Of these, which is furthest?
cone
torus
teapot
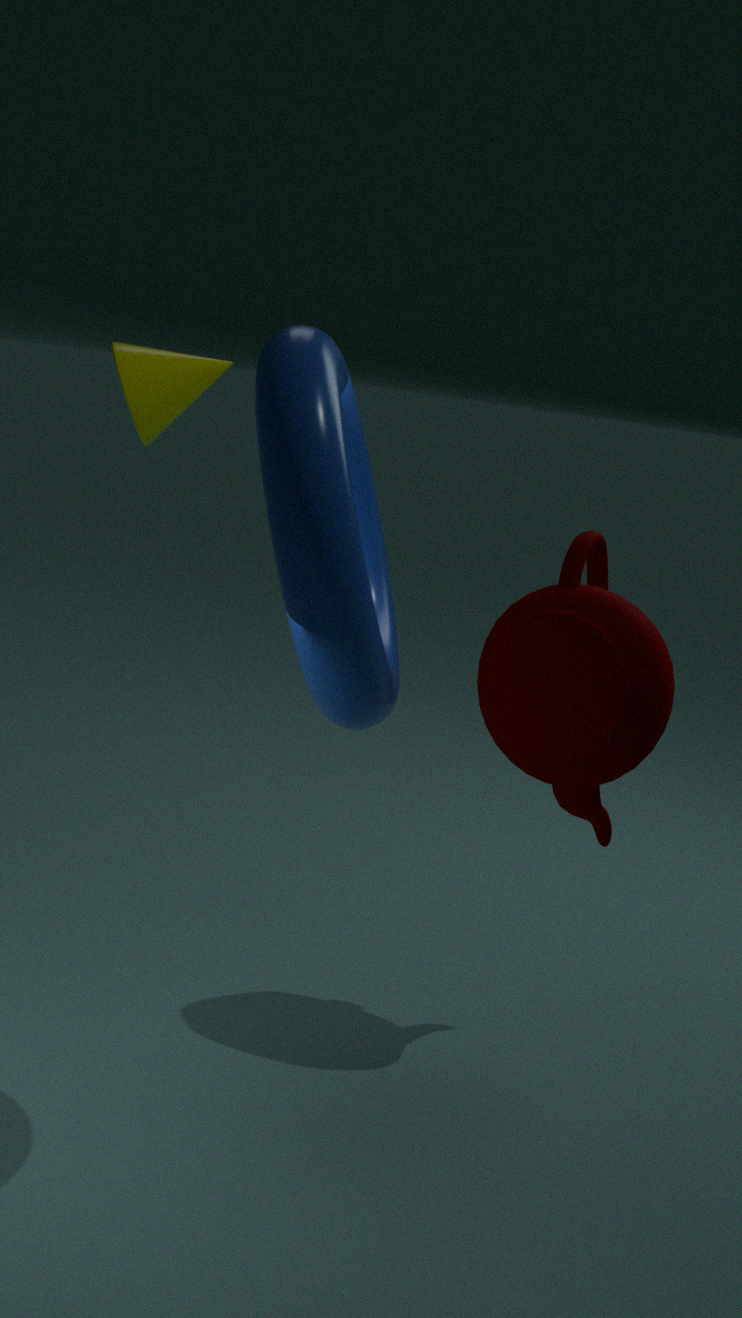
cone
